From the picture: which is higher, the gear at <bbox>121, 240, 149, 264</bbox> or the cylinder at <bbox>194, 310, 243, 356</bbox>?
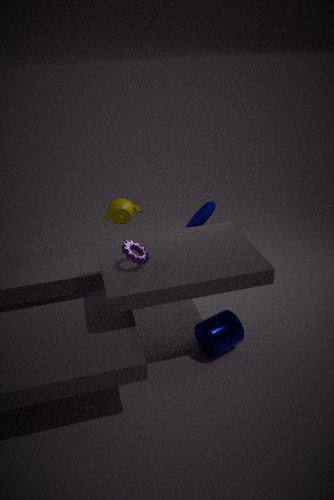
the gear at <bbox>121, 240, 149, 264</bbox>
